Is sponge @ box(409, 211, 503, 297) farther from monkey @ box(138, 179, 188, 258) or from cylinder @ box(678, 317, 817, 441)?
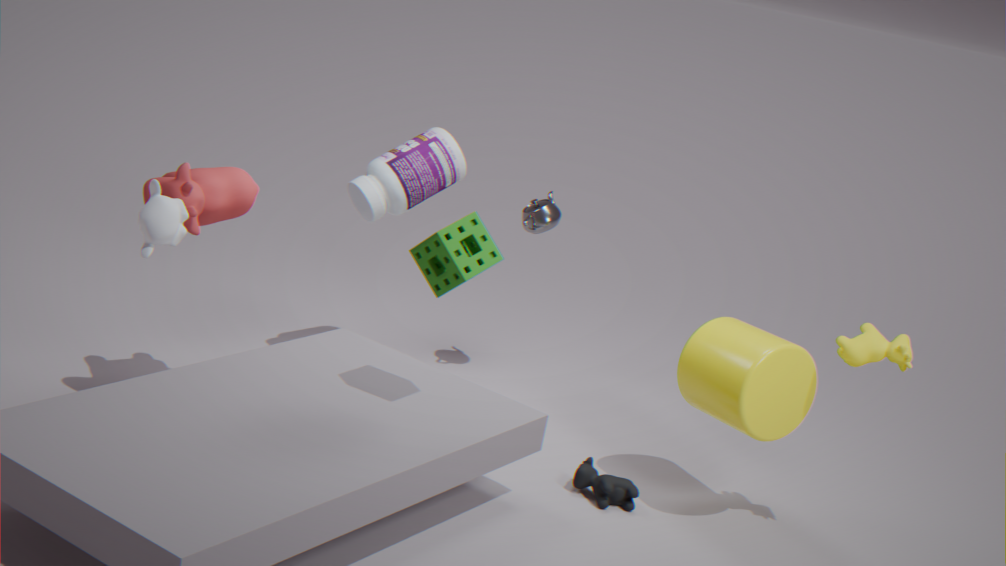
cylinder @ box(678, 317, 817, 441)
